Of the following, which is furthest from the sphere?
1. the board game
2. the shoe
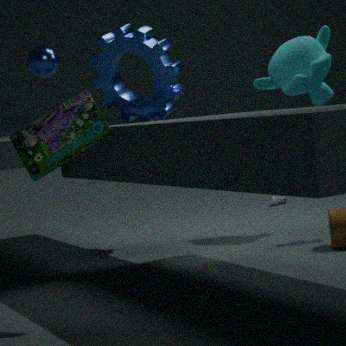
the shoe
